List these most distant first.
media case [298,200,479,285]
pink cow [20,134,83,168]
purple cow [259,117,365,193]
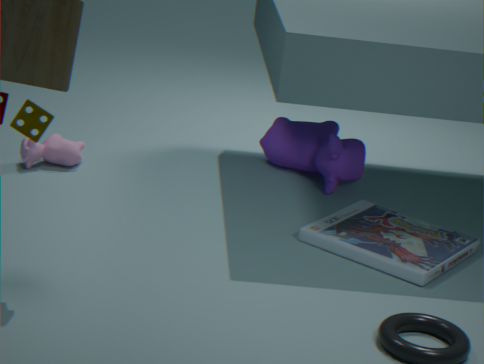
purple cow [259,117,365,193] → pink cow [20,134,83,168] → media case [298,200,479,285]
